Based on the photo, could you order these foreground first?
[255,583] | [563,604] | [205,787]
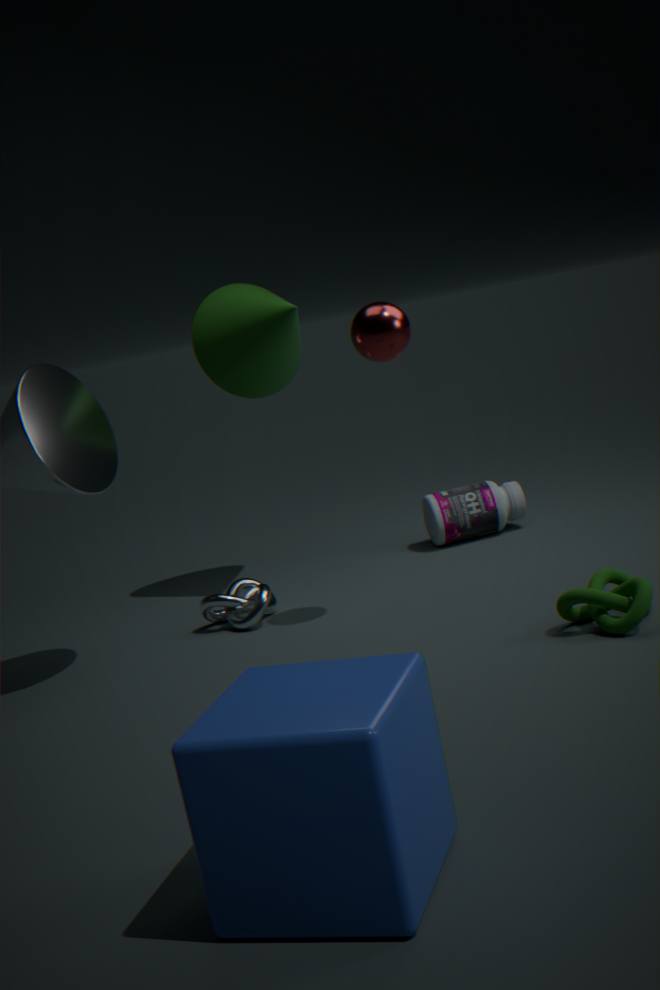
1. [205,787]
2. [563,604]
3. [255,583]
